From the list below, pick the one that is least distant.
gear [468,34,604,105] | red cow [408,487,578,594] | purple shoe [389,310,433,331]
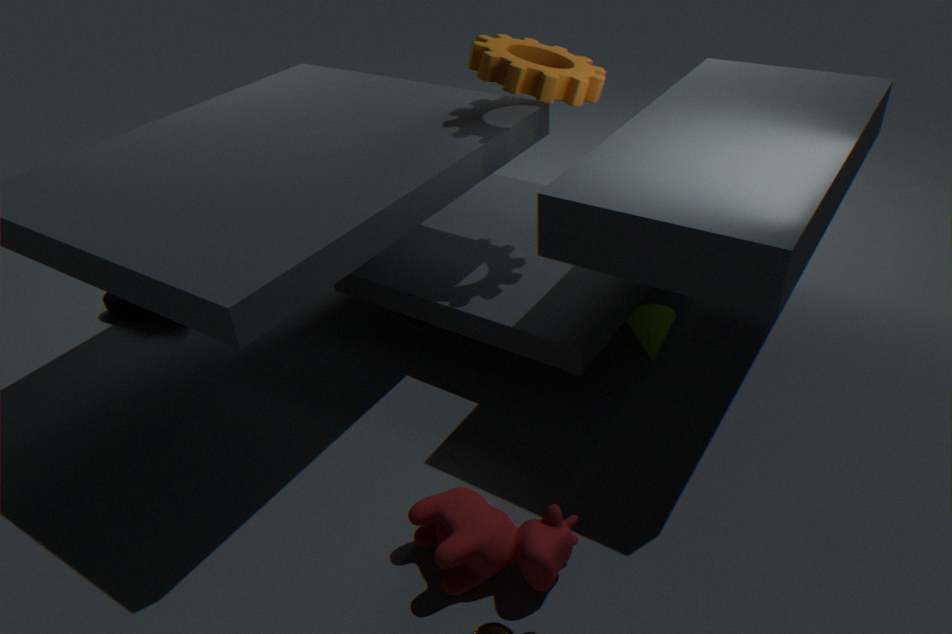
red cow [408,487,578,594]
